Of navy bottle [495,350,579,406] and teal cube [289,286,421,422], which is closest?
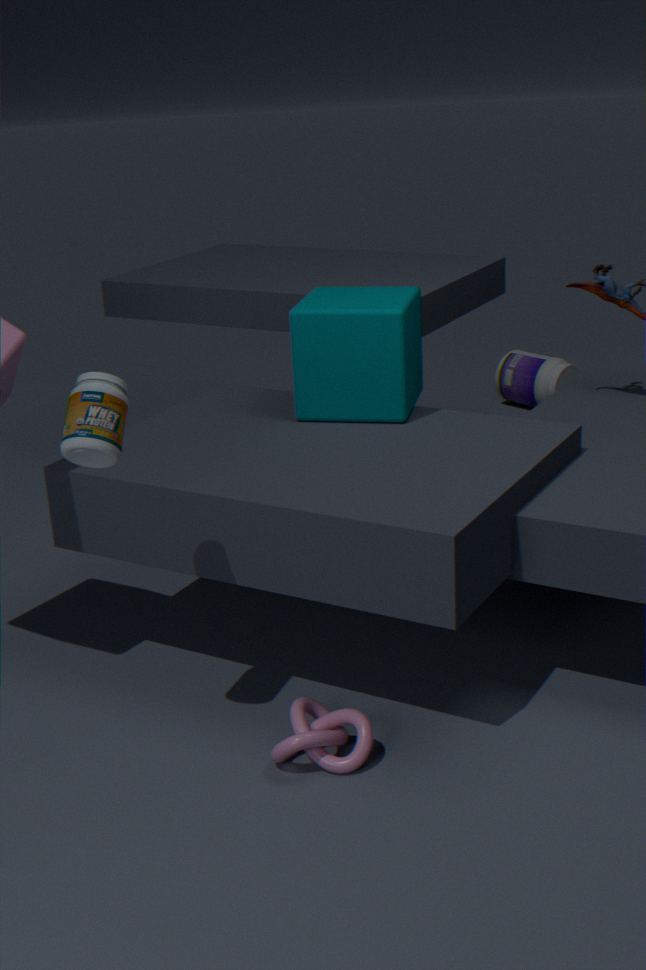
teal cube [289,286,421,422]
